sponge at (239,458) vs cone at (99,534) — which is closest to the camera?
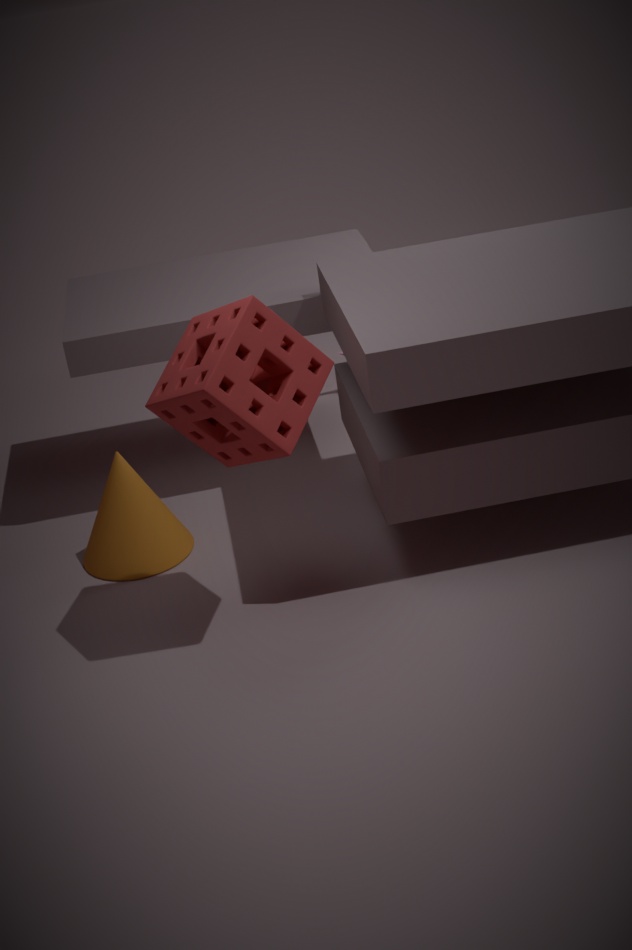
sponge at (239,458)
